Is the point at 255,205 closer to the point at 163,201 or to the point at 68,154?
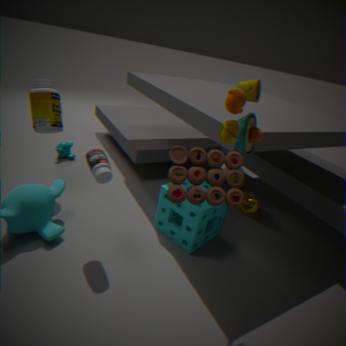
the point at 163,201
